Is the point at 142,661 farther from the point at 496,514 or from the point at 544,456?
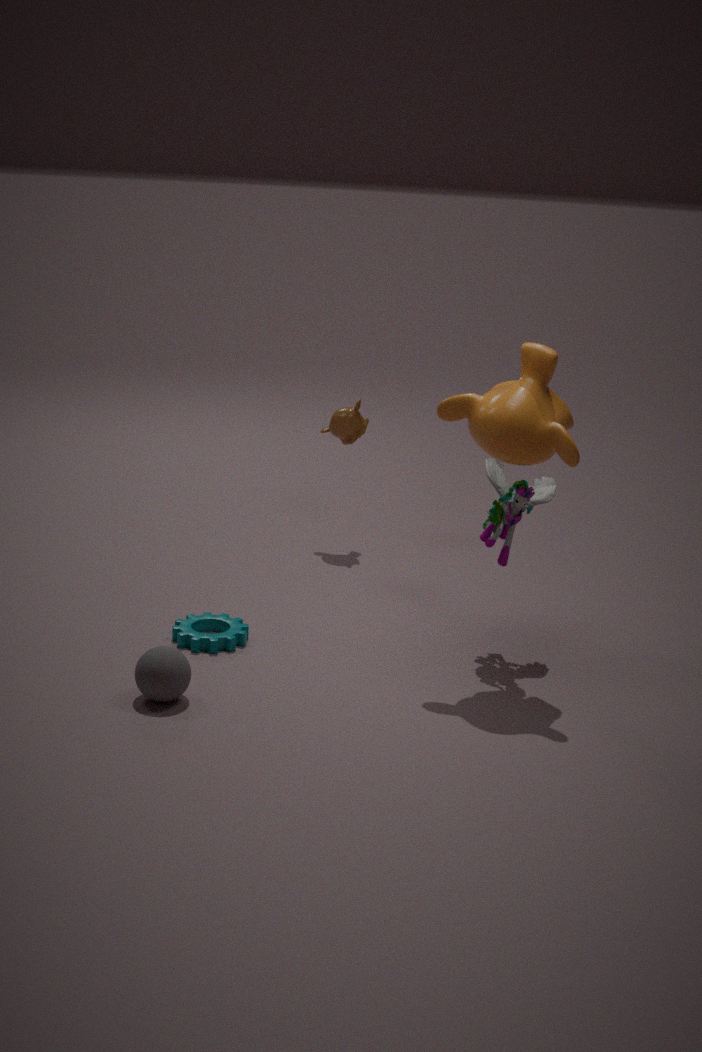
the point at 544,456
